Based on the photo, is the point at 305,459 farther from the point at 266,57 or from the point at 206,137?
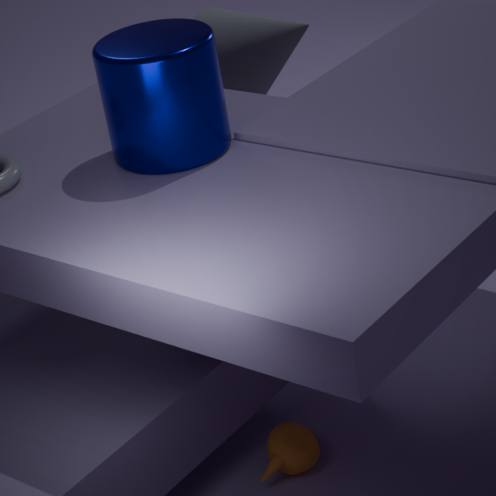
the point at 266,57
